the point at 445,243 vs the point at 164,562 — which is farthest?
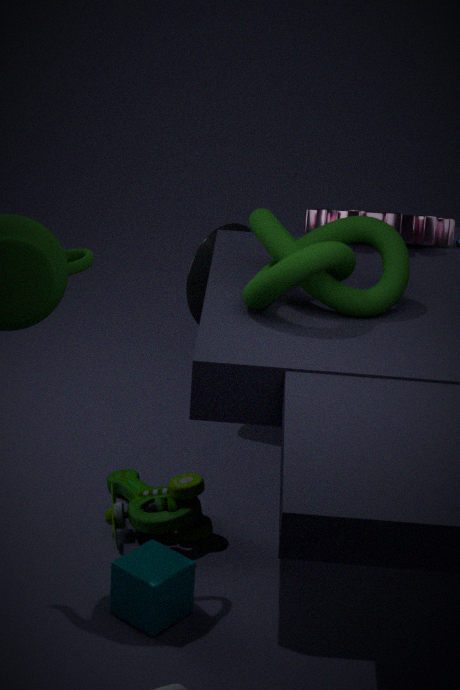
the point at 445,243
